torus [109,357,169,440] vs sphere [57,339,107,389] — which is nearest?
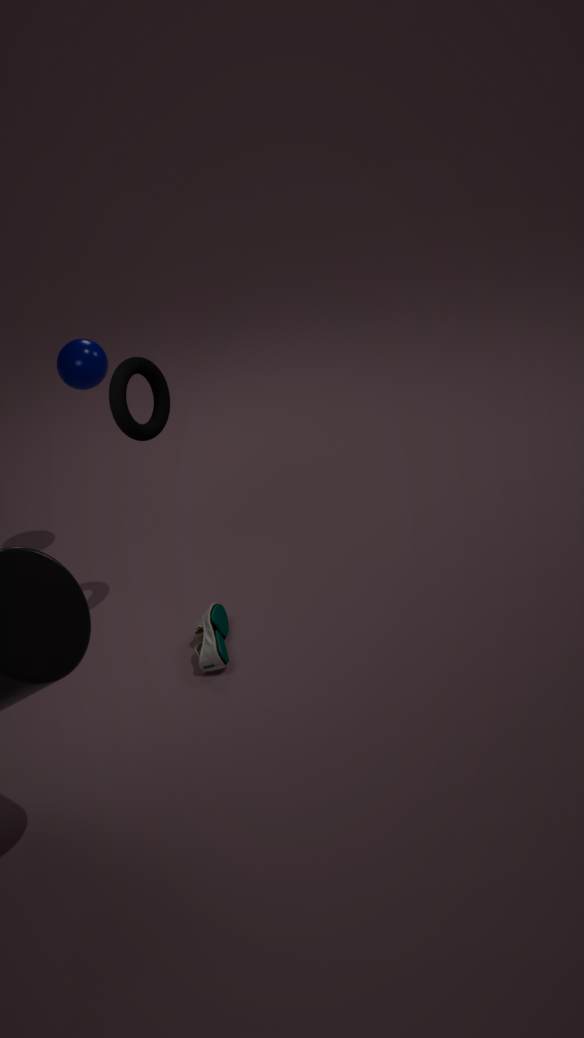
torus [109,357,169,440]
